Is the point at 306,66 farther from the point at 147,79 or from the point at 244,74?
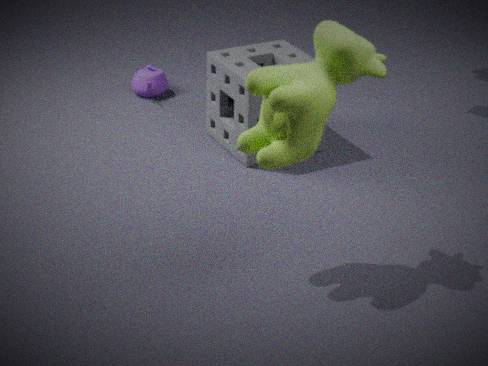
the point at 147,79
